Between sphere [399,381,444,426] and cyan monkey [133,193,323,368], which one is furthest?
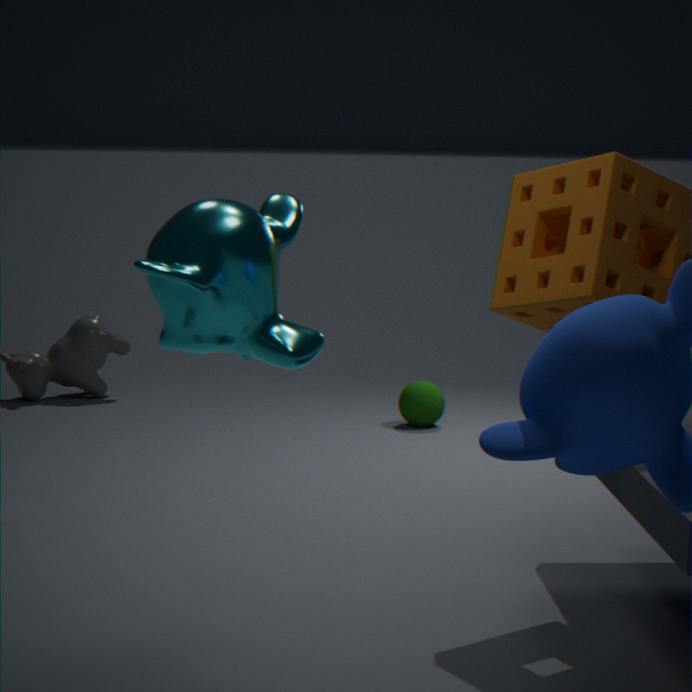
sphere [399,381,444,426]
